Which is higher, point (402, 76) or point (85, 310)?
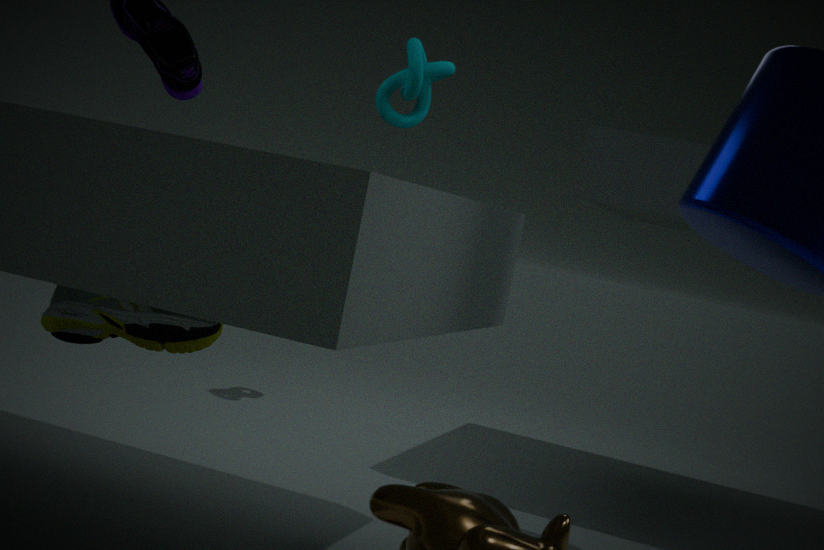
point (402, 76)
